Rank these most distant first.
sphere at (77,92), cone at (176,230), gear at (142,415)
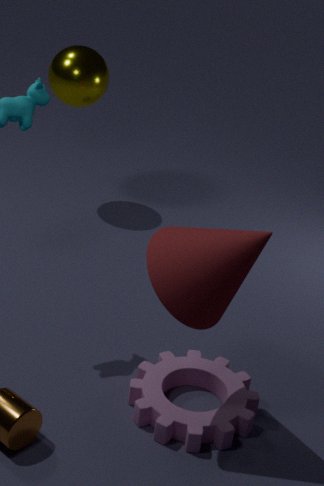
sphere at (77,92), gear at (142,415), cone at (176,230)
